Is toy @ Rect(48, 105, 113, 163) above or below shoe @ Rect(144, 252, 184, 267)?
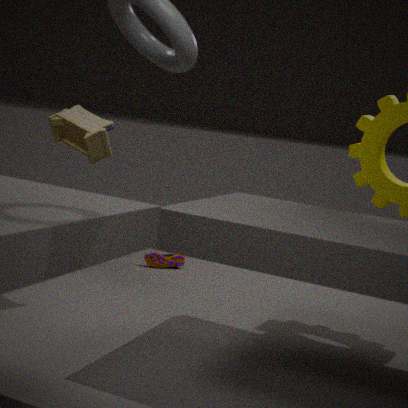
above
